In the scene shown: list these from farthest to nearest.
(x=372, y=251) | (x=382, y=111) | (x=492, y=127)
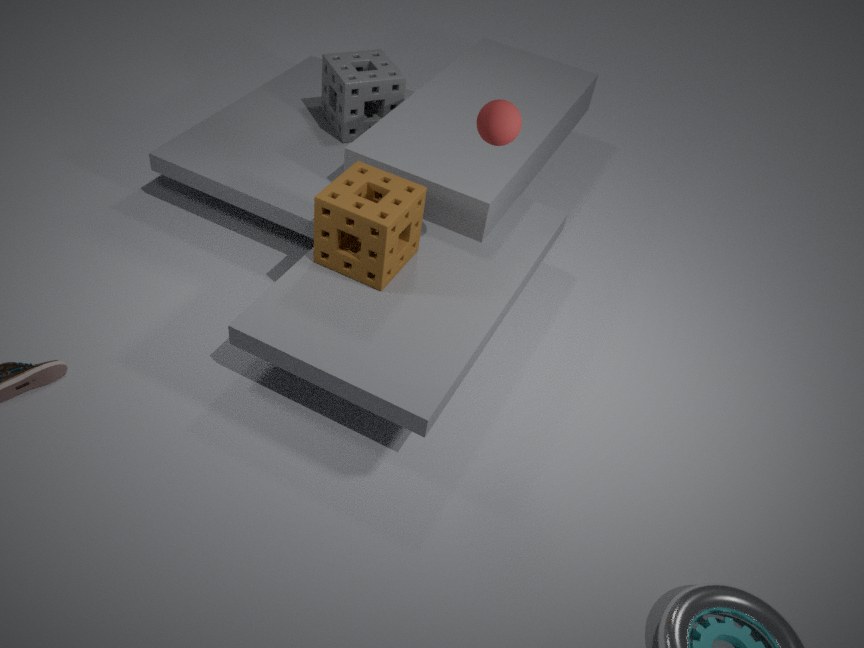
1. (x=382, y=111)
2. (x=372, y=251)
3. (x=492, y=127)
